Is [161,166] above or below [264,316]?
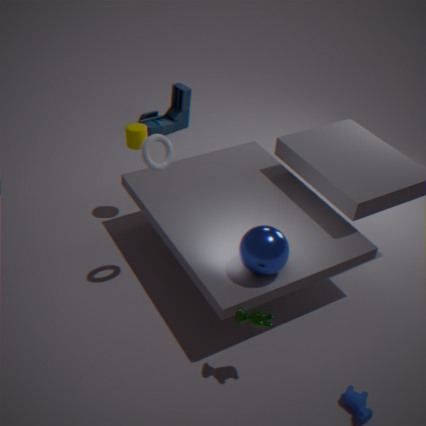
above
